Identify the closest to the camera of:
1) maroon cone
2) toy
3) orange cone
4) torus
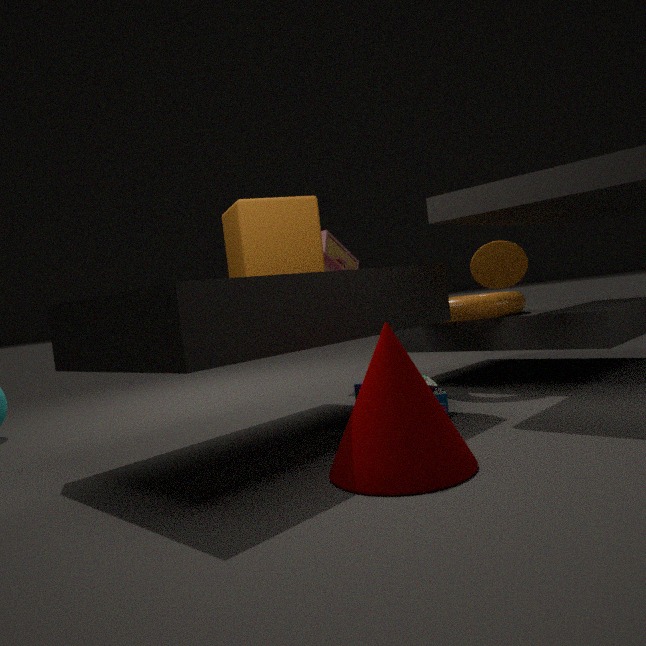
1. maroon cone
